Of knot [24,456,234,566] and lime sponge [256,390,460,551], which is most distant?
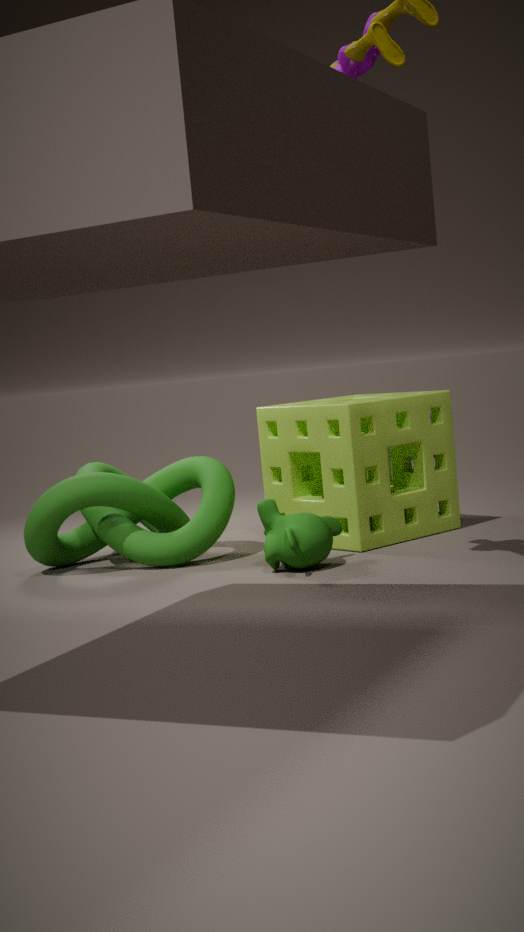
lime sponge [256,390,460,551]
